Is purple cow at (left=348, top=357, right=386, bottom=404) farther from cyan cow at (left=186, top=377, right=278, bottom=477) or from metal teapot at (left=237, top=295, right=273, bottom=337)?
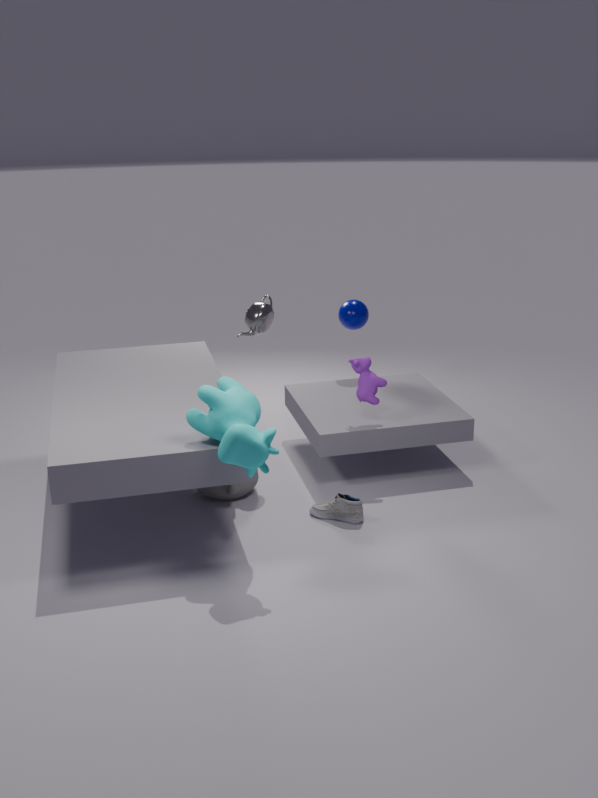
cyan cow at (left=186, top=377, right=278, bottom=477)
